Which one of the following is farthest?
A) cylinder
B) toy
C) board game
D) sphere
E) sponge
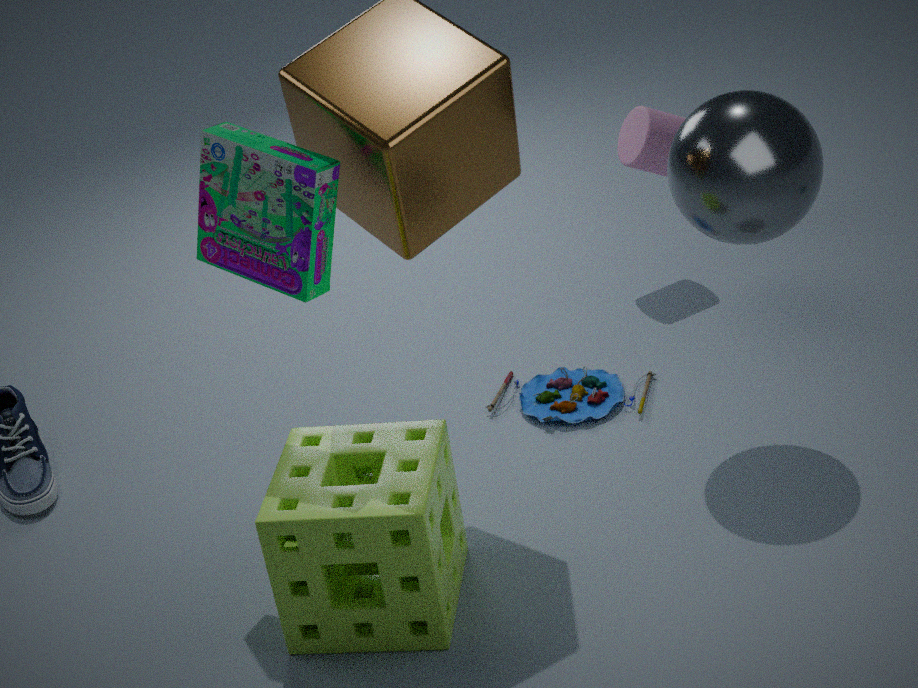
cylinder
